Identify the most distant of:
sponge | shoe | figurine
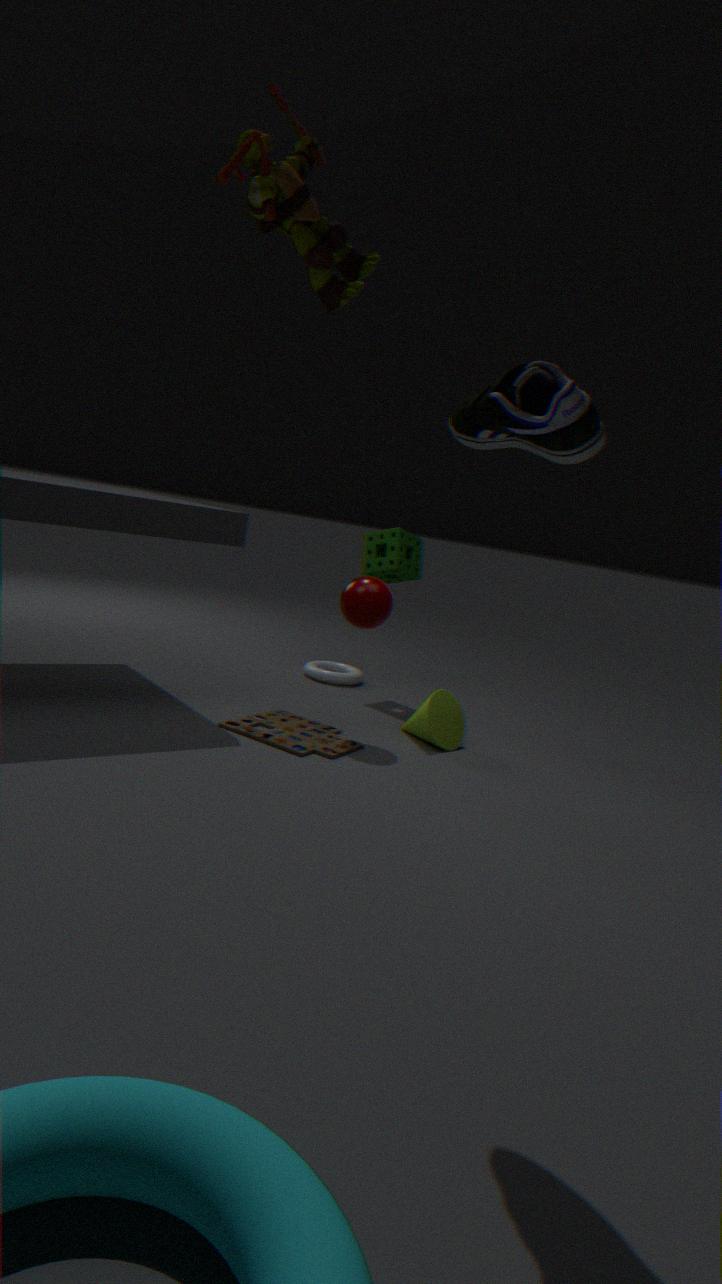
sponge
